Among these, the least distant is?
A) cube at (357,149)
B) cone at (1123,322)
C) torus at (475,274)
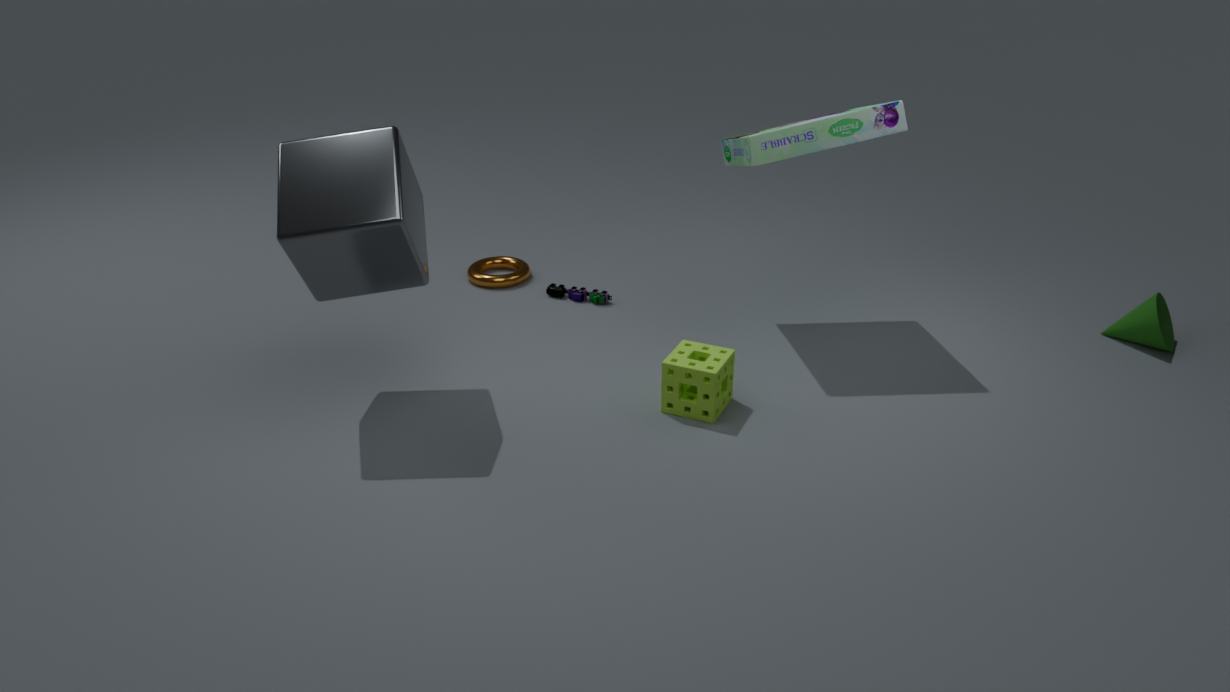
cube at (357,149)
